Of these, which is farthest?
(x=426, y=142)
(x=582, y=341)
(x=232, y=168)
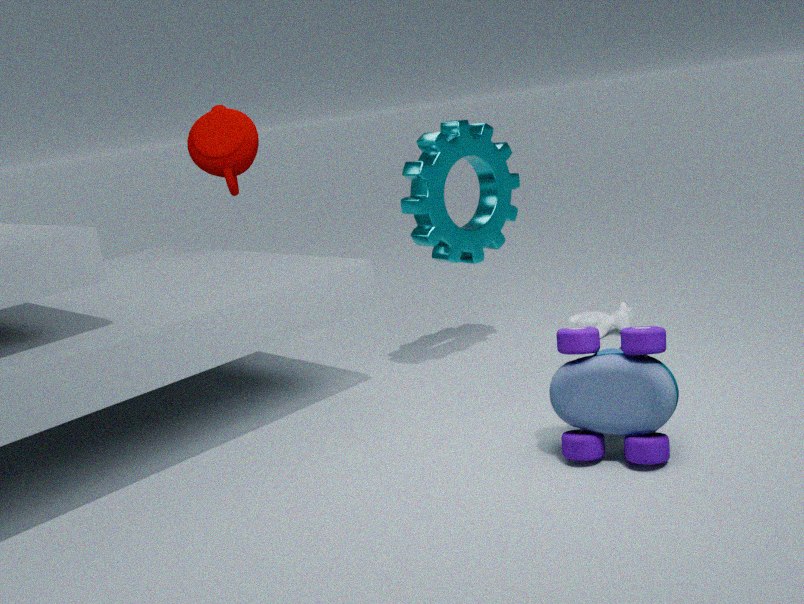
(x=232, y=168)
